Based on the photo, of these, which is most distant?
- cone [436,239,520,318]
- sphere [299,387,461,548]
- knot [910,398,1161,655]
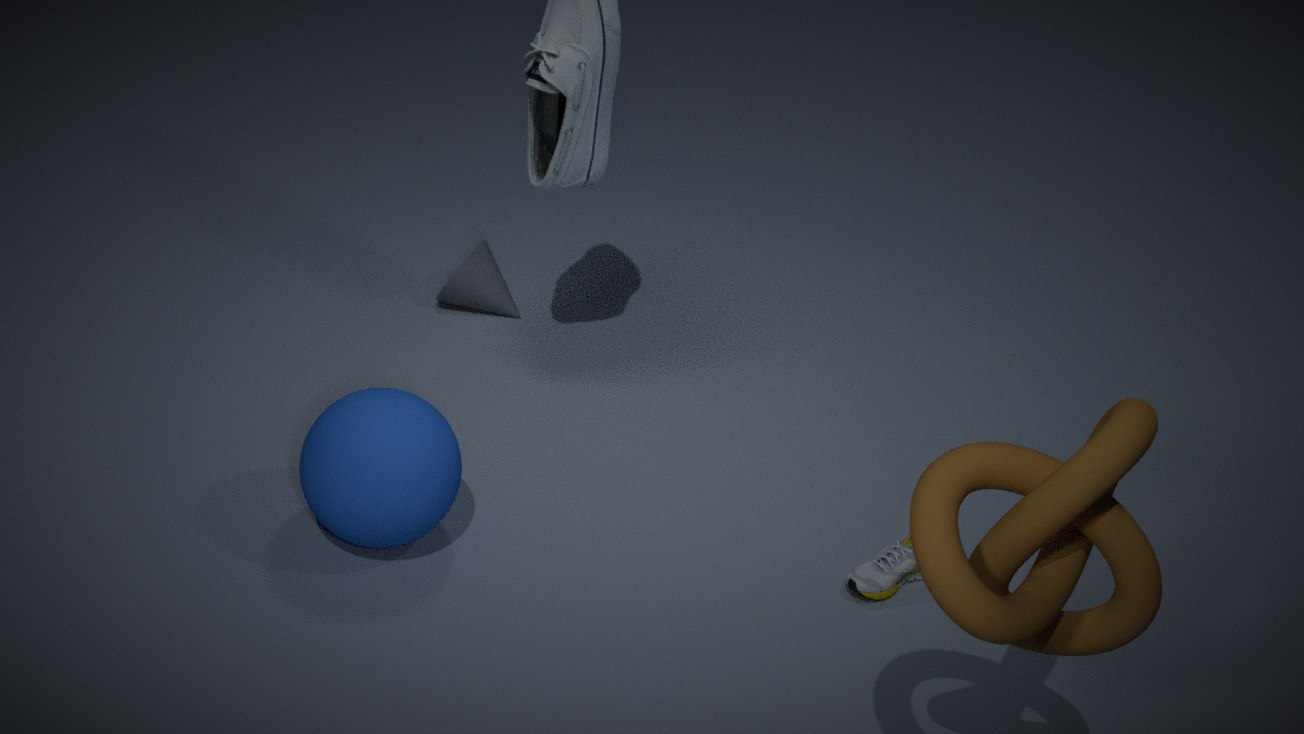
cone [436,239,520,318]
